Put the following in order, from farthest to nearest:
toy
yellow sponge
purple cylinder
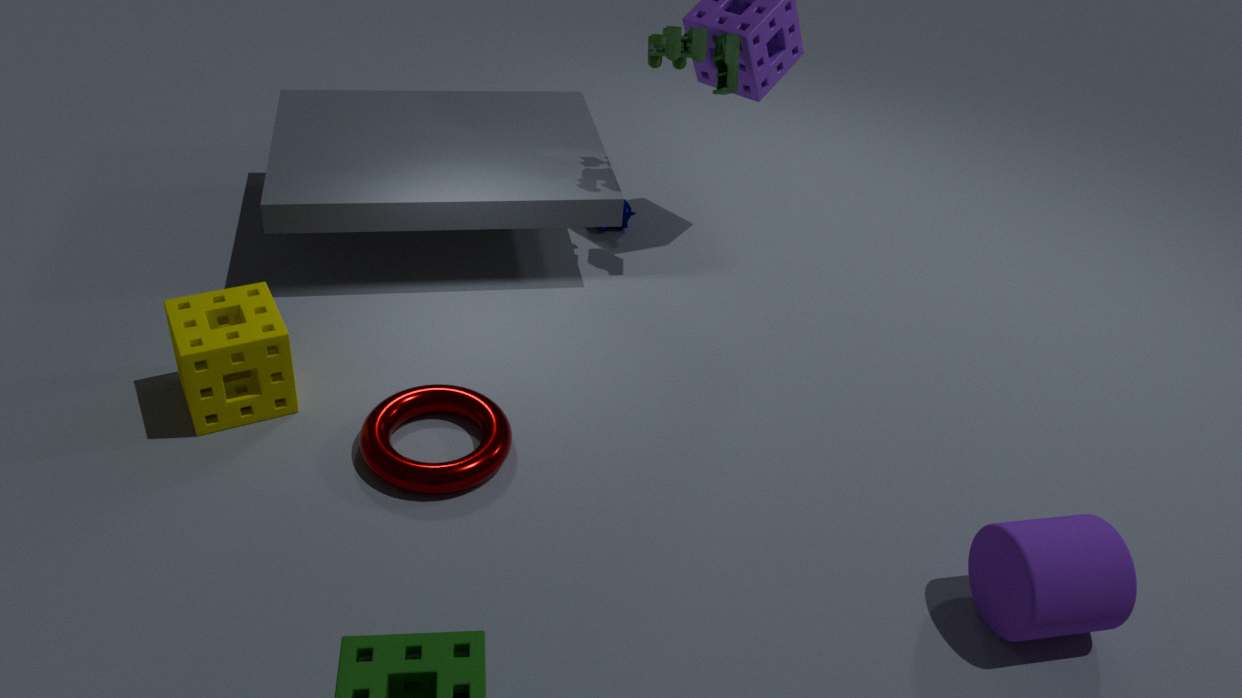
1. toy
2. yellow sponge
3. purple cylinder
